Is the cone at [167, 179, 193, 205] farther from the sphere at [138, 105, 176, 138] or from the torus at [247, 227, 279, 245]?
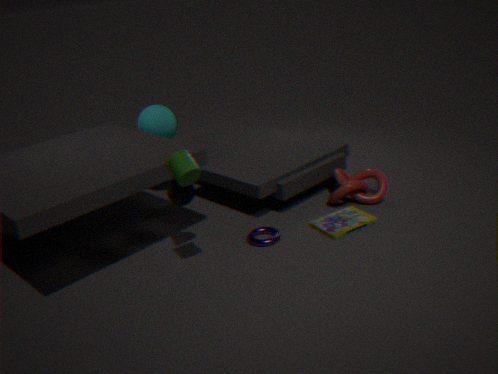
the sphere at [138, 105, 176, 138]
